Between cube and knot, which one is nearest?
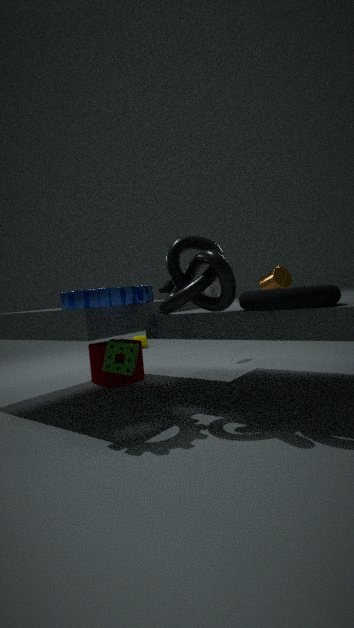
knot
